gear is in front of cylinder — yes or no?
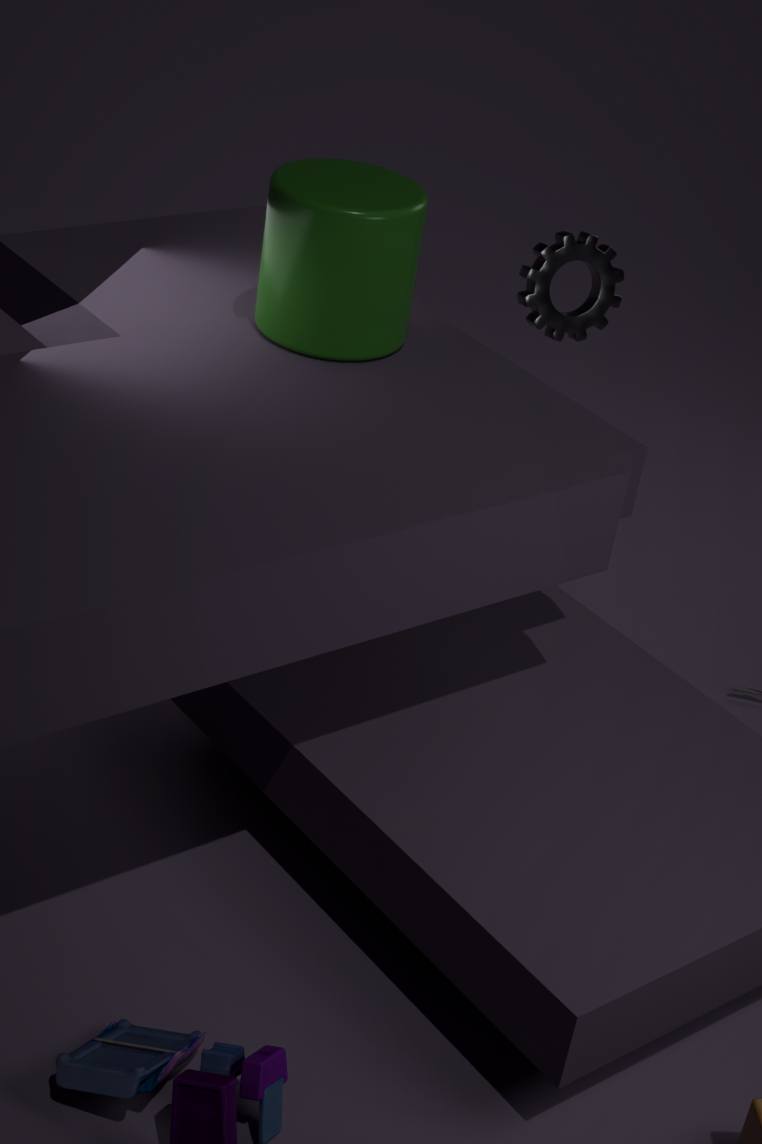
No
